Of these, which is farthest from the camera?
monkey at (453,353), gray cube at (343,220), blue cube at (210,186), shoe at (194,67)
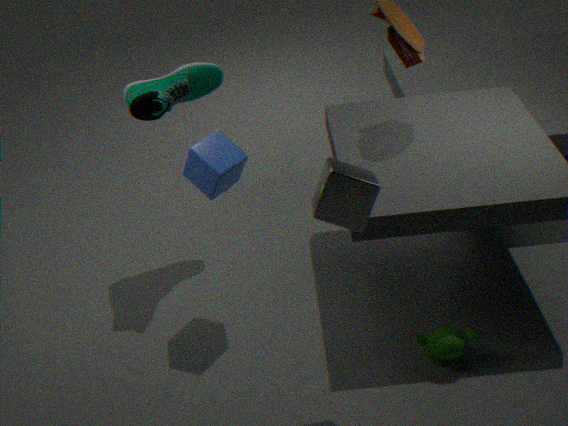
shoe at (194,67)
